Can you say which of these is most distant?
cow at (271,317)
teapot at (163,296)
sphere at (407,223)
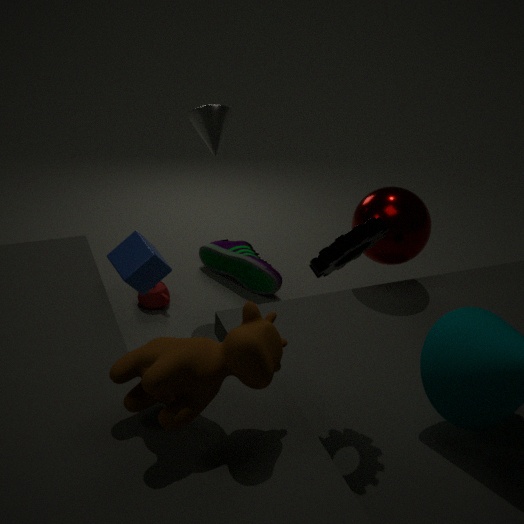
teapot at (163,296)
